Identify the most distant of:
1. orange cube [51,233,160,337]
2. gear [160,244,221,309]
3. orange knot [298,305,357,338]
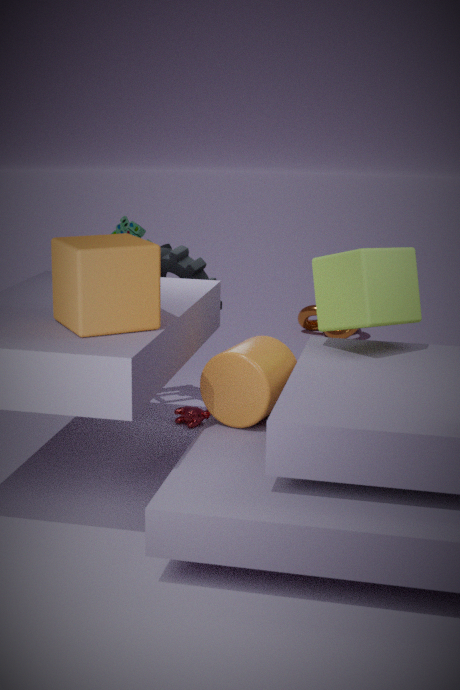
orange knot [298,305,357,338]
